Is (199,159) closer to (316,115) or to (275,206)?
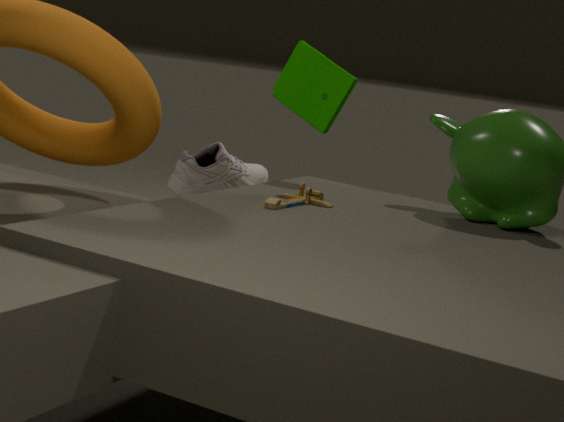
(316,115)
